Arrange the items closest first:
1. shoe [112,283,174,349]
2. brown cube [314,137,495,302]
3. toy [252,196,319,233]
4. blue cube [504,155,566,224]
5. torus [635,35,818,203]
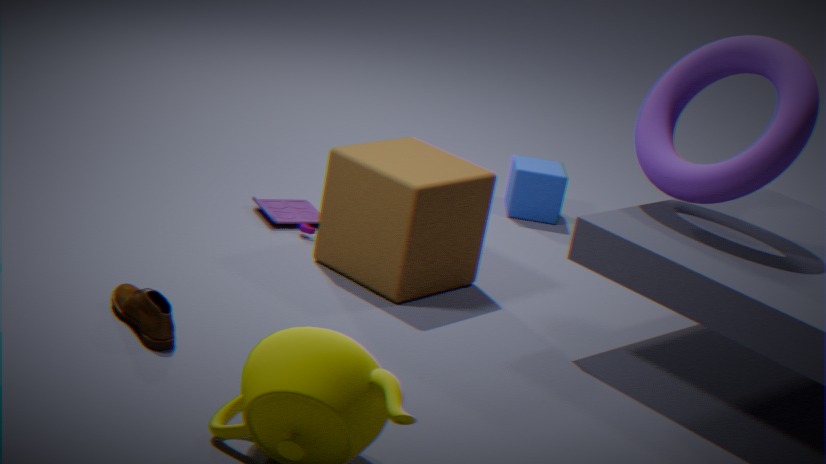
shoe [112,283,174,349] < torus [635,35,818,203] < brown cube [314,137,495,302] < toy [252,196,319,233] < blue cube [504,155,566,224]
